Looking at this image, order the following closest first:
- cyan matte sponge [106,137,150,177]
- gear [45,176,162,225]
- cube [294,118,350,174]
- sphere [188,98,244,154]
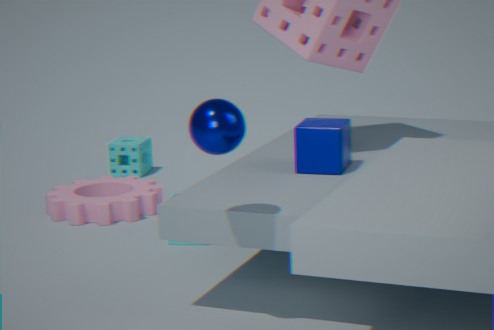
sphere [188,98,244,154]
cube [294,118,350,174]
gear [45,176,162,225]
cyan matte sponge [106,137,150,177]
